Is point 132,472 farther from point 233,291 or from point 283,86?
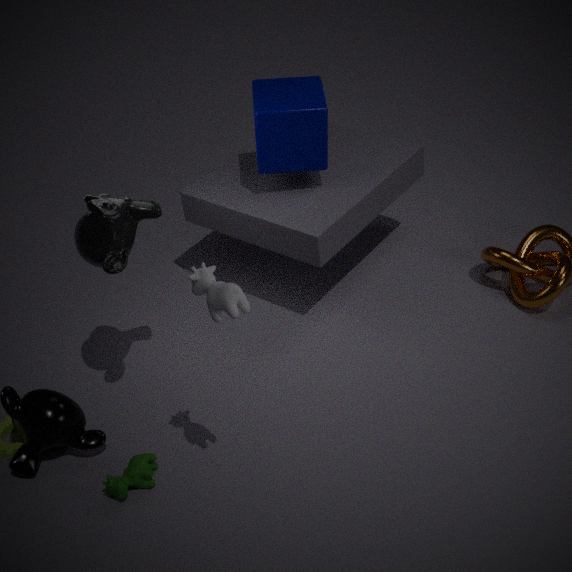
point 283,86
